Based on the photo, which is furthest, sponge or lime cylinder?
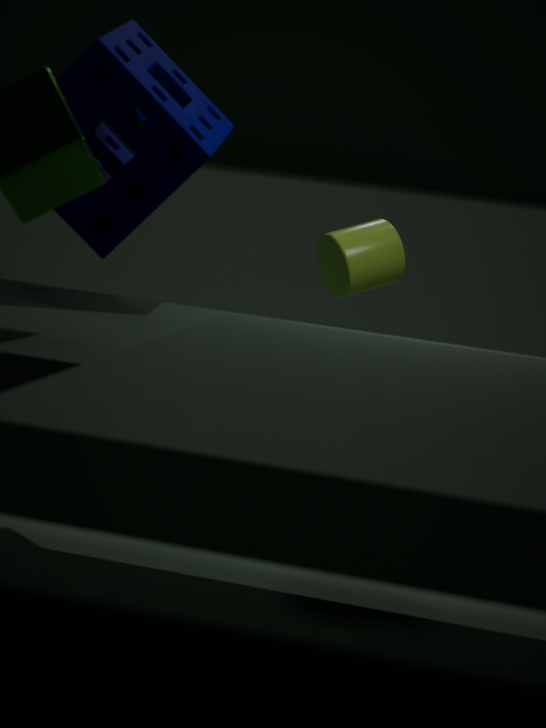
lime cylinder
